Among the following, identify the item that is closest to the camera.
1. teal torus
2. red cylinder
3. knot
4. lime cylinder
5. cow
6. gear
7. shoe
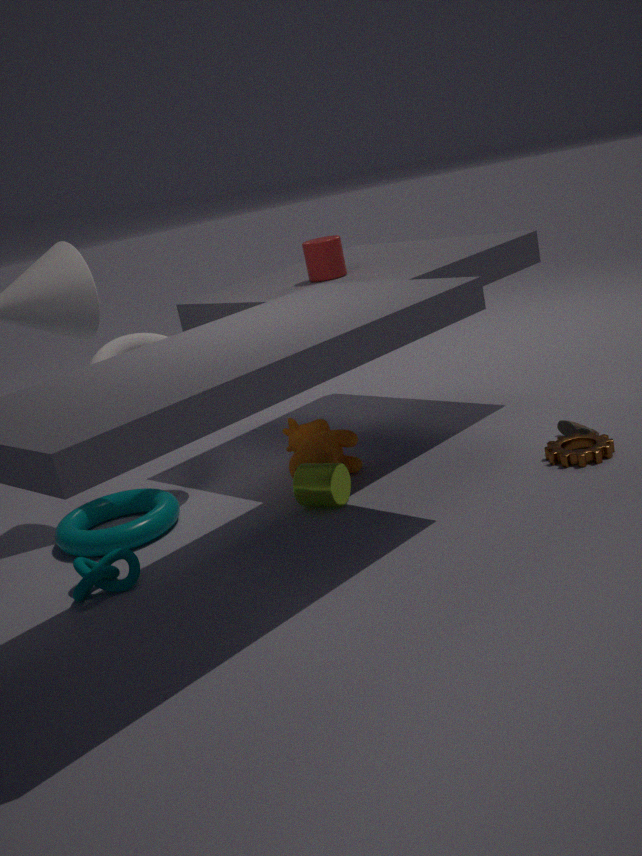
knot
